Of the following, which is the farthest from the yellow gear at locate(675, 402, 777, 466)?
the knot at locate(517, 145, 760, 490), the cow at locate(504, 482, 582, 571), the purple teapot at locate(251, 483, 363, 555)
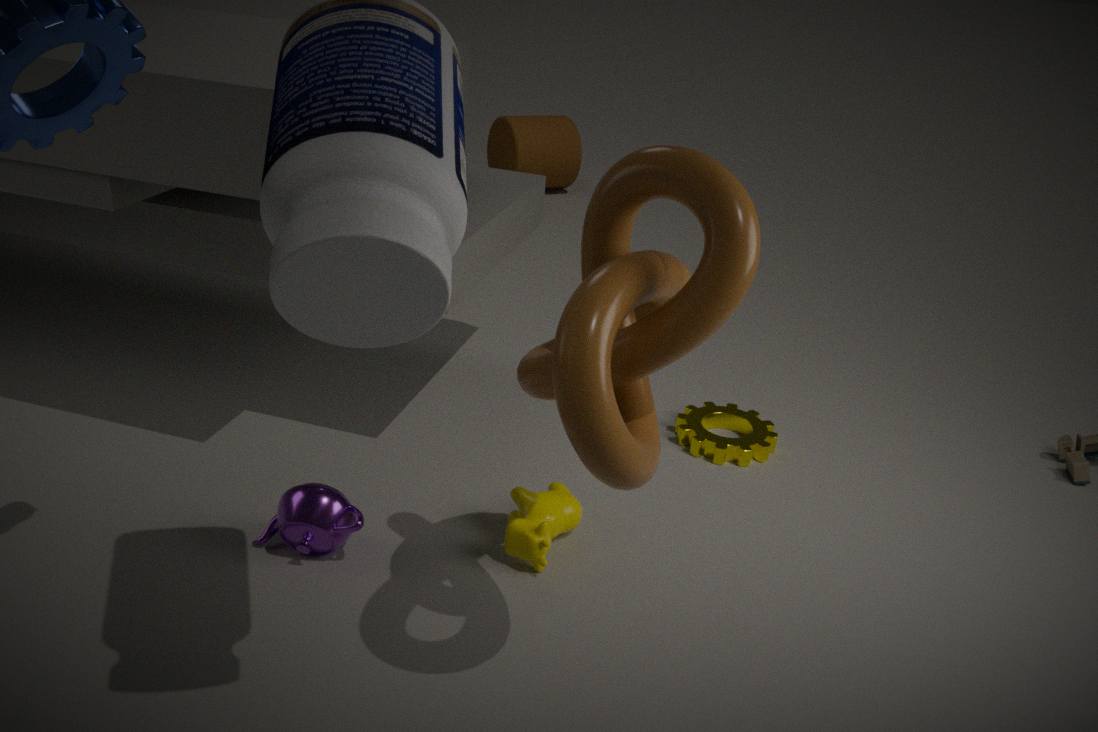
the purple teapot at locate(251, 483, 363, 555)
